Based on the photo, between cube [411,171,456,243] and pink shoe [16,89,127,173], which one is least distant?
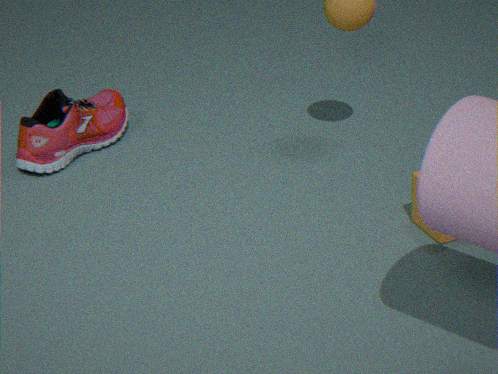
cube [411,171,456,243]
